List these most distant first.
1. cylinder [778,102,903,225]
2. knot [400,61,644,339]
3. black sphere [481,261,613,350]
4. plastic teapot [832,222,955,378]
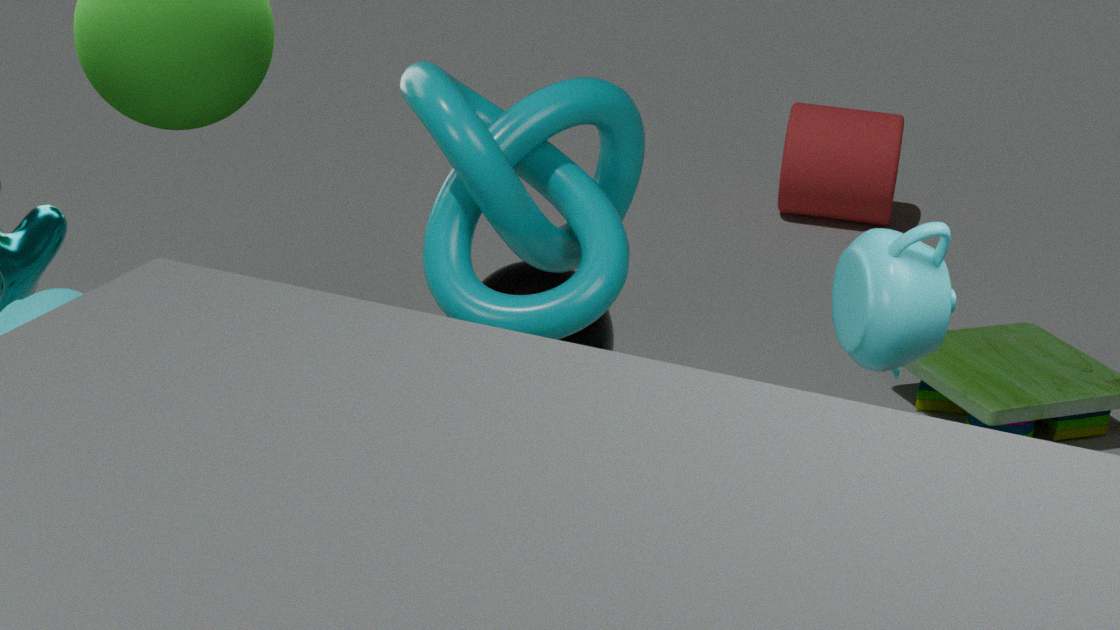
cylinder [778,102,903,225] → black sphere [481,261,613,350] → knot [400,61,644,339] → plastic teapot [832,222,955,378]
